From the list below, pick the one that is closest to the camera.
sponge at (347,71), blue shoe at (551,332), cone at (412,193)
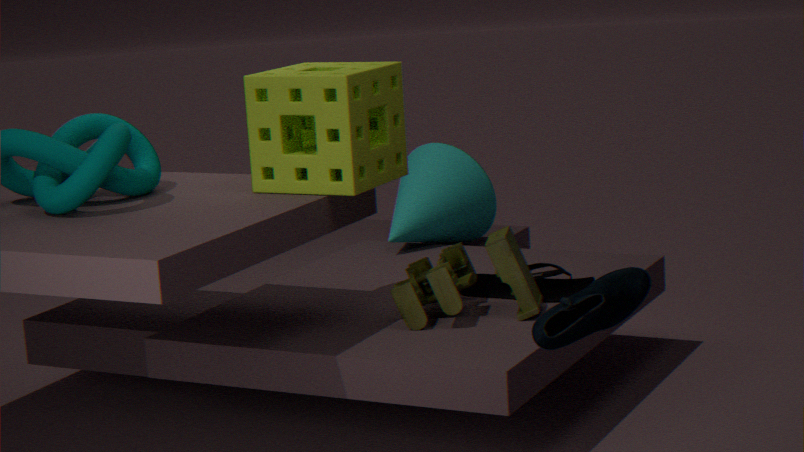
blue shoe at (551,332)
